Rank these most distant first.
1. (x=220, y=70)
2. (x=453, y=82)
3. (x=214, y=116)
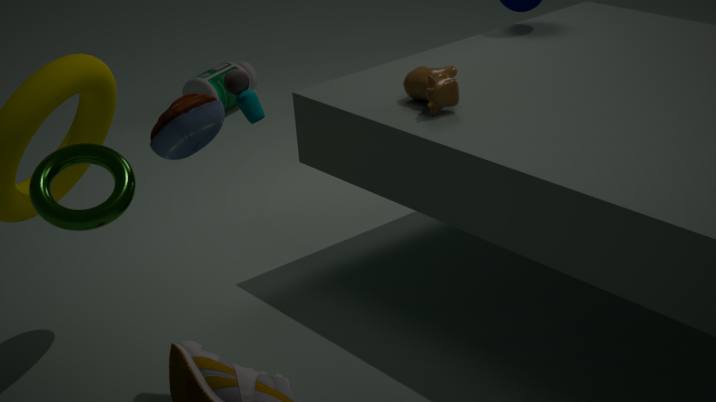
(x=220, y=70) → (x=453, y=82) → (x=214, y=116)
